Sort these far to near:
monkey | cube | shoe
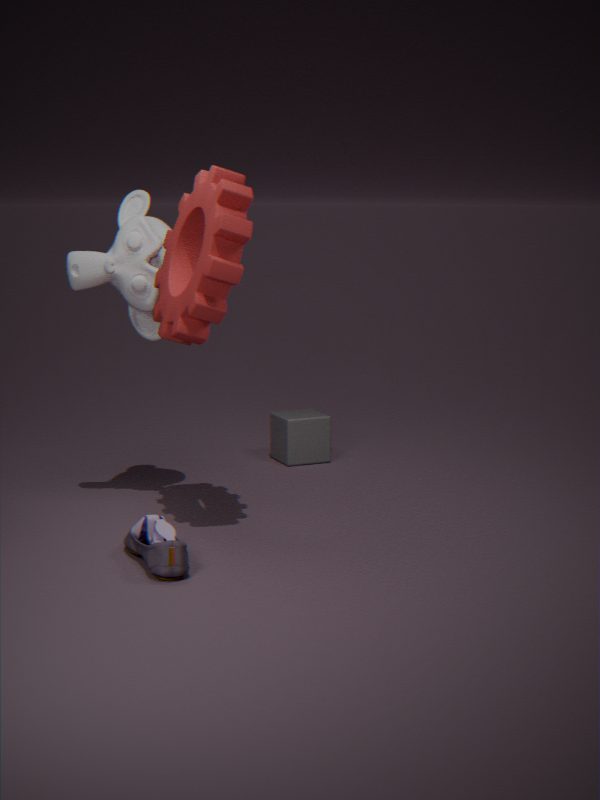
cube → monkey → shoe
